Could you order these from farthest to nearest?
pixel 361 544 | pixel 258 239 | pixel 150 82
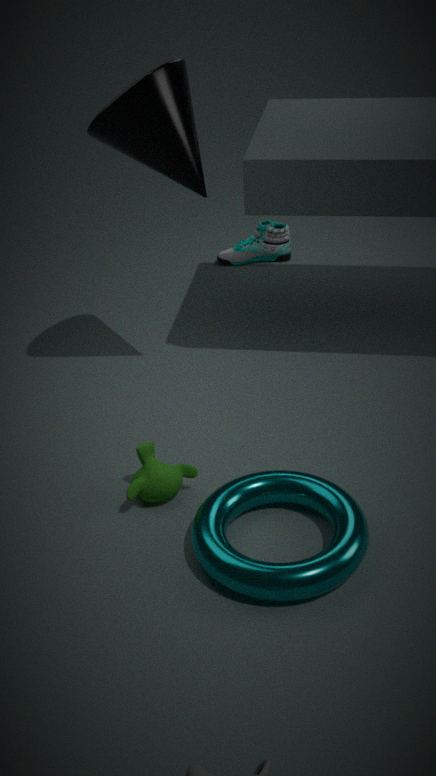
pixel 258 239
pixel 150 82
pixel 361 544
